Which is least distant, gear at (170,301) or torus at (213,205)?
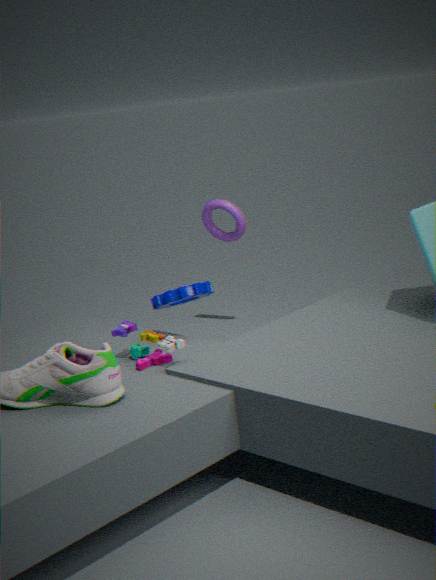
gear at (170,301)
